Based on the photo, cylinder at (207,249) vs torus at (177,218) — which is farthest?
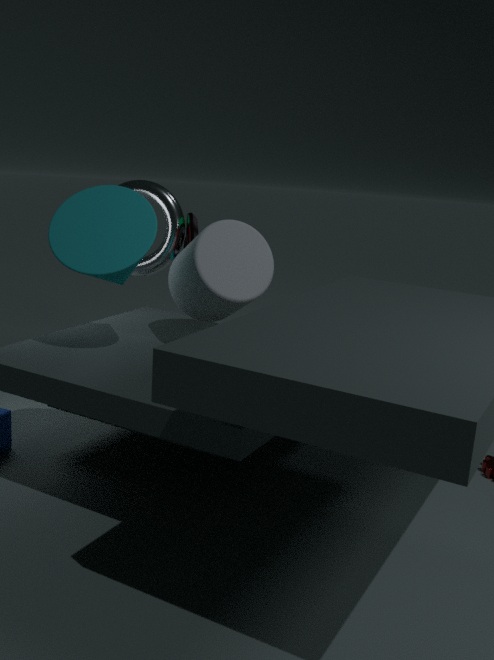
torus at (177,218)
